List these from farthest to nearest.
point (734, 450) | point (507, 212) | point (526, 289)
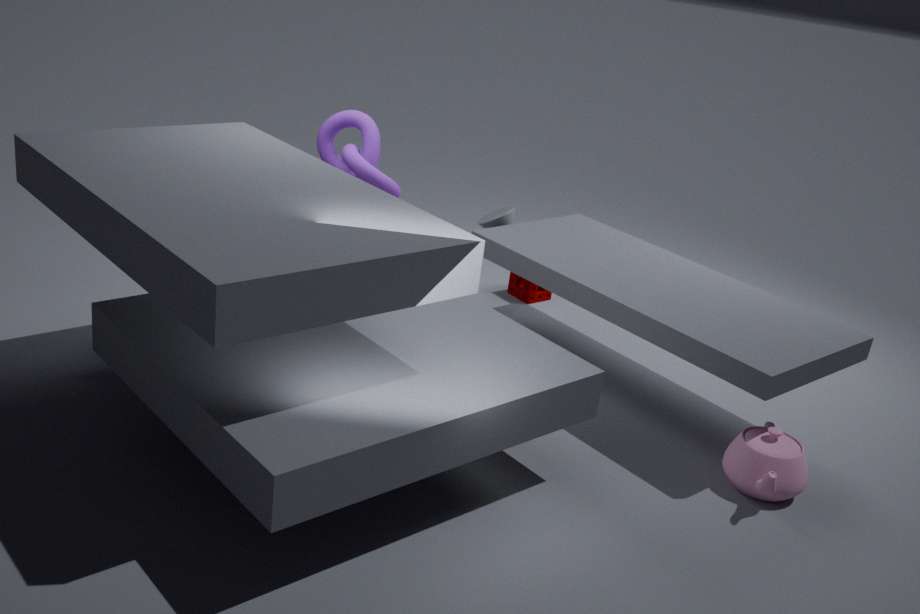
point (526, 289) → point (507, 212) → point (734, 450)
